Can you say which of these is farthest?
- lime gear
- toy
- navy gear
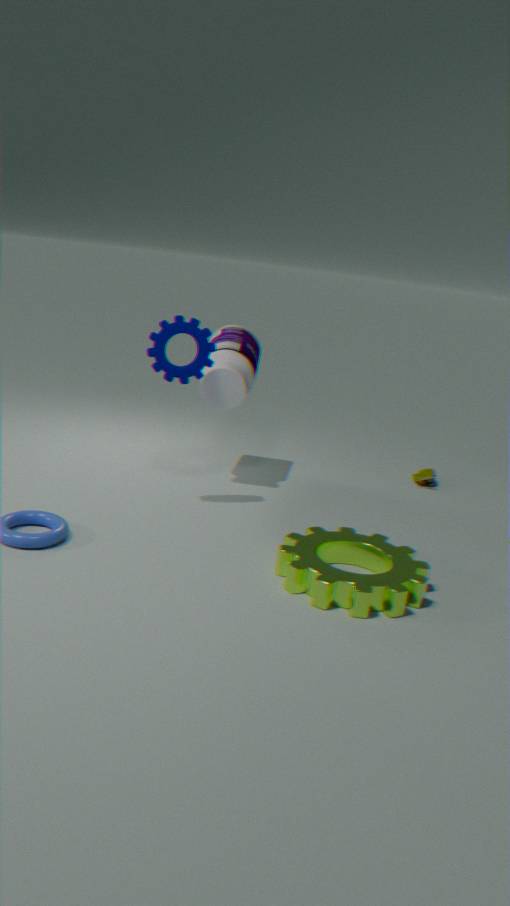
toy
